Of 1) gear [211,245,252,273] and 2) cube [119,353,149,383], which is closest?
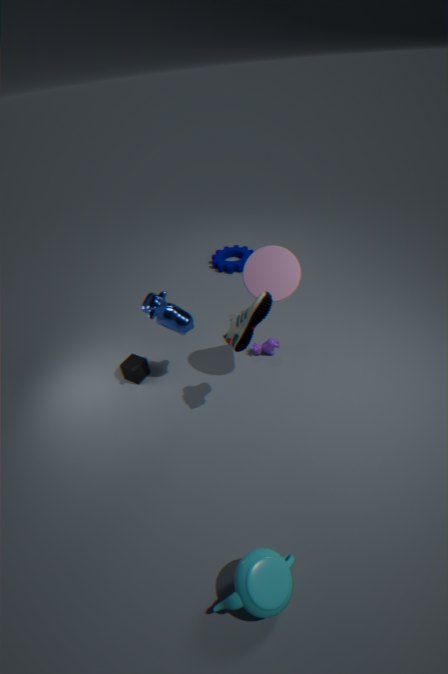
2. cube [119,353,149,383]
